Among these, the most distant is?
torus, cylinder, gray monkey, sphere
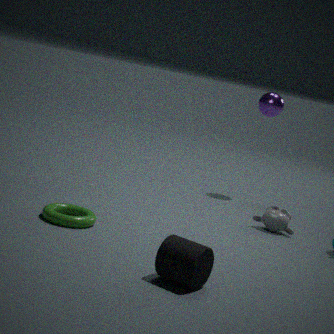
sphere
